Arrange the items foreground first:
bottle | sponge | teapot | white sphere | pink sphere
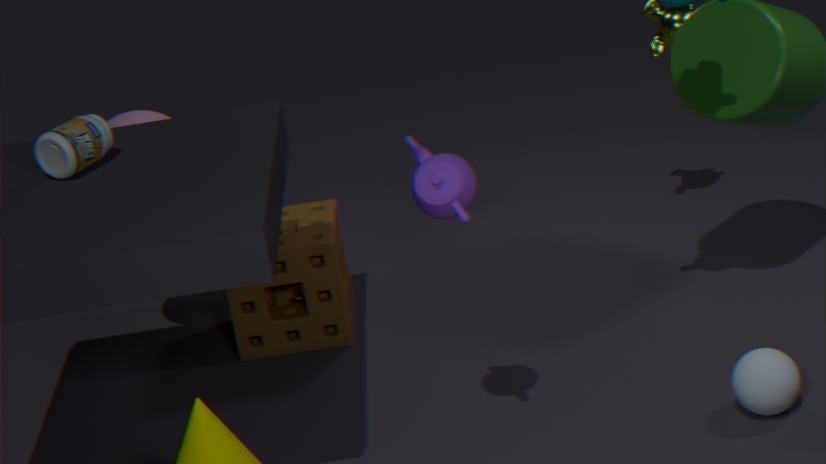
teapot < white sphere < bottle < pink sphere < sponge
